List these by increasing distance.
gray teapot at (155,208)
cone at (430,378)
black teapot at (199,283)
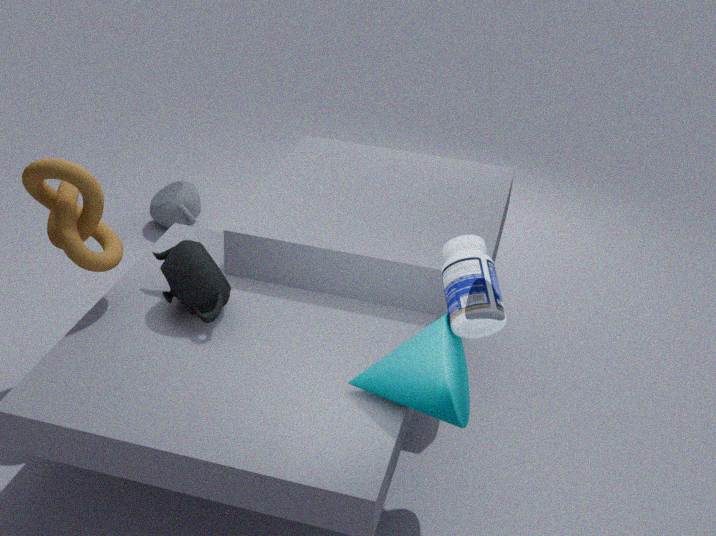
cone at (430,378) < black teapot at (199,283) < gray teapot at (155,208)
